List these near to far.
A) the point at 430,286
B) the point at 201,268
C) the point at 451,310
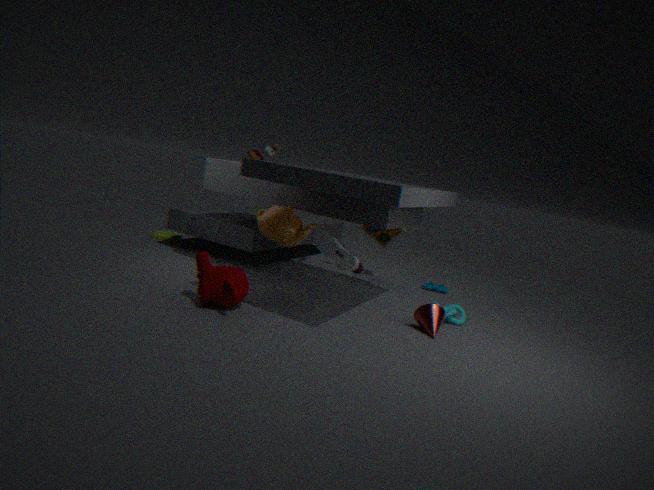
the point at 201,268 < the point at 451,310 < the point at 430,286
